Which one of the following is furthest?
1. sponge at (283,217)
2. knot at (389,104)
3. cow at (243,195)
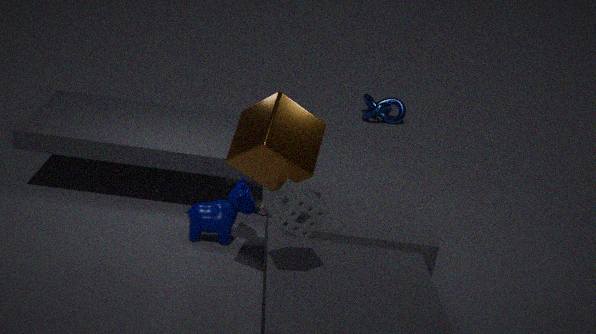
knot at (389,104)
